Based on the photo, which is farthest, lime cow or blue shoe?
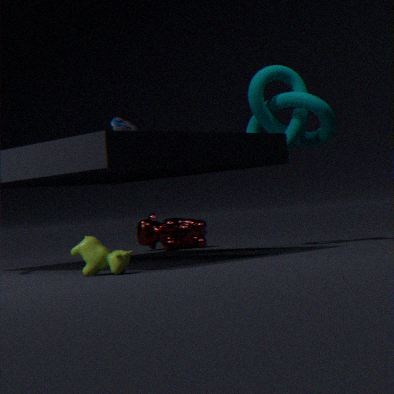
blue shoe
